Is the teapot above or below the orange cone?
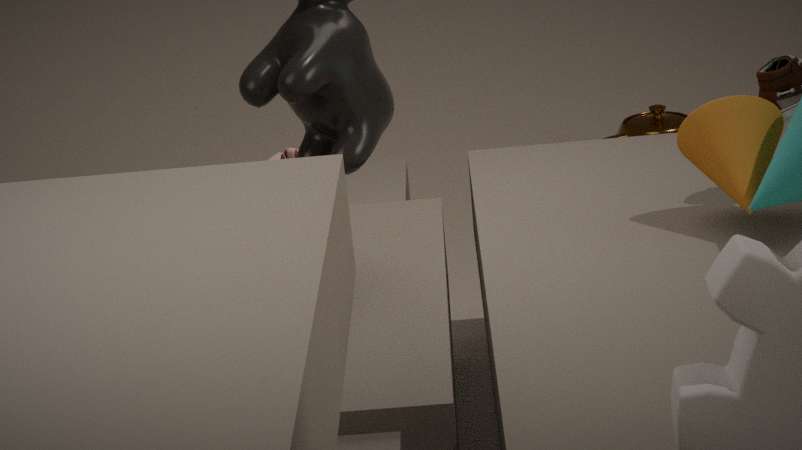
below
